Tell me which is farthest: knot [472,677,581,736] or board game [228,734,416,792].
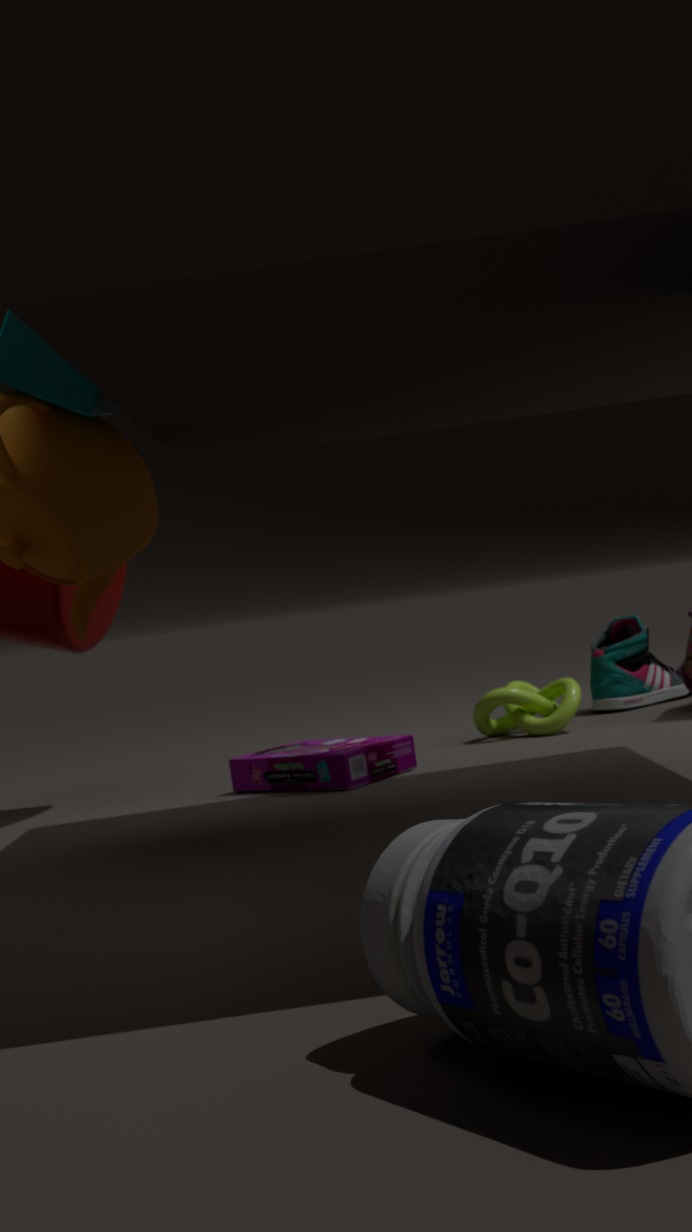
knot [472,677,581,736]
